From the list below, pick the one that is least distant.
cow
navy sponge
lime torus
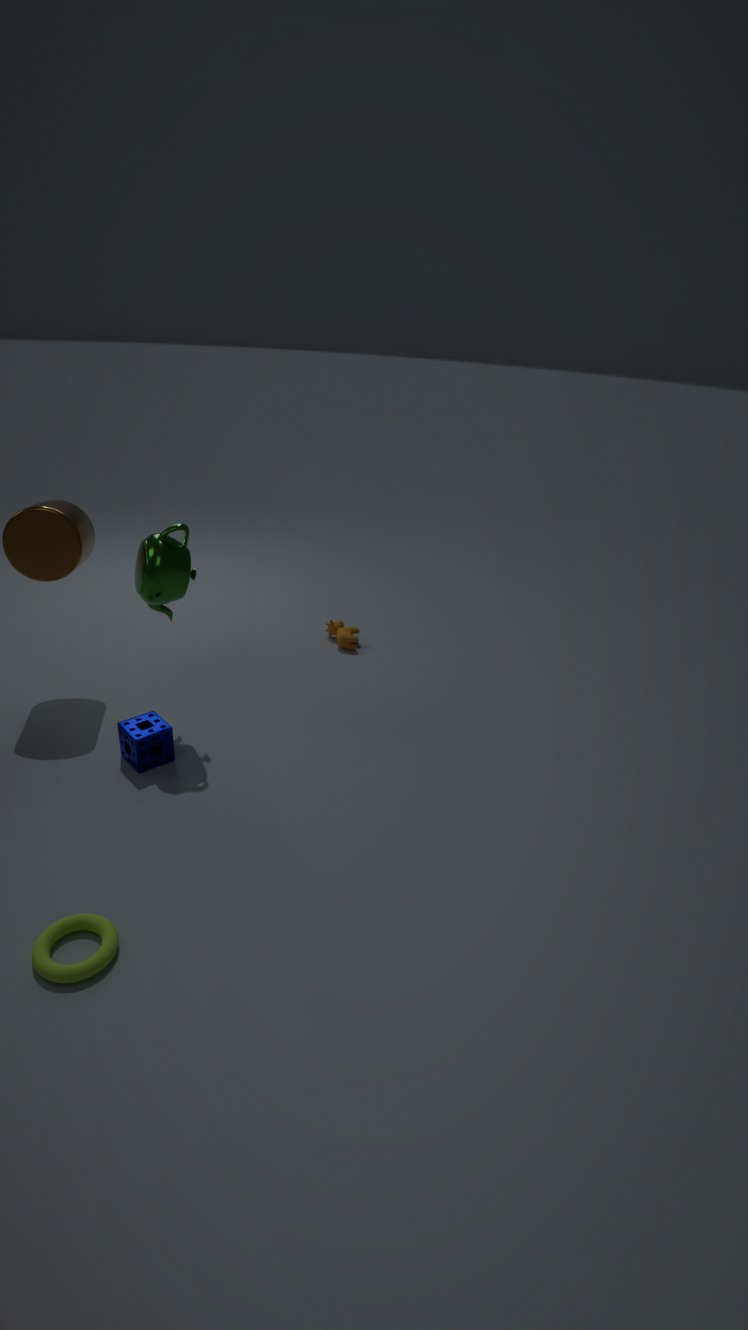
lime torus
